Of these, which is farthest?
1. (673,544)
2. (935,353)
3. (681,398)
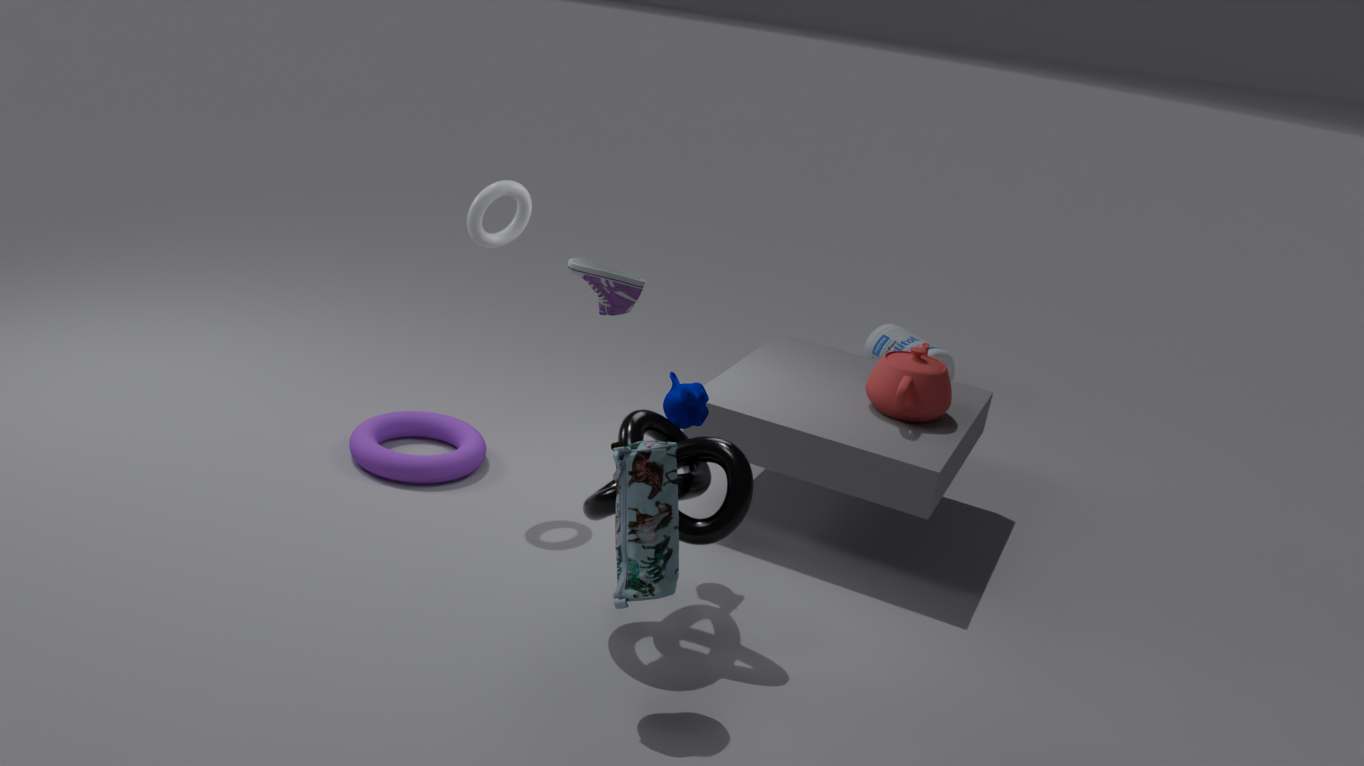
(935,353)
